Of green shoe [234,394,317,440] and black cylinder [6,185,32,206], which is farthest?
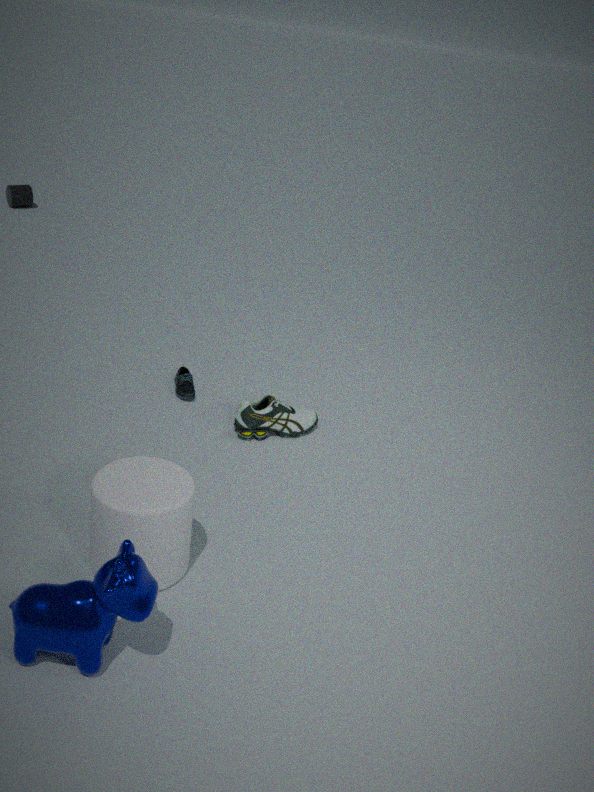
black cylinder [6,185,32,206]
